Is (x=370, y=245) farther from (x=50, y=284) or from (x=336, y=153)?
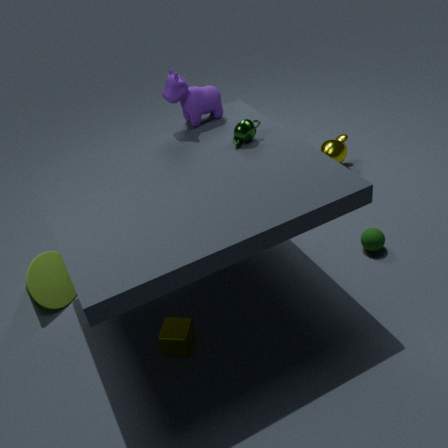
(x=50, y=284)
